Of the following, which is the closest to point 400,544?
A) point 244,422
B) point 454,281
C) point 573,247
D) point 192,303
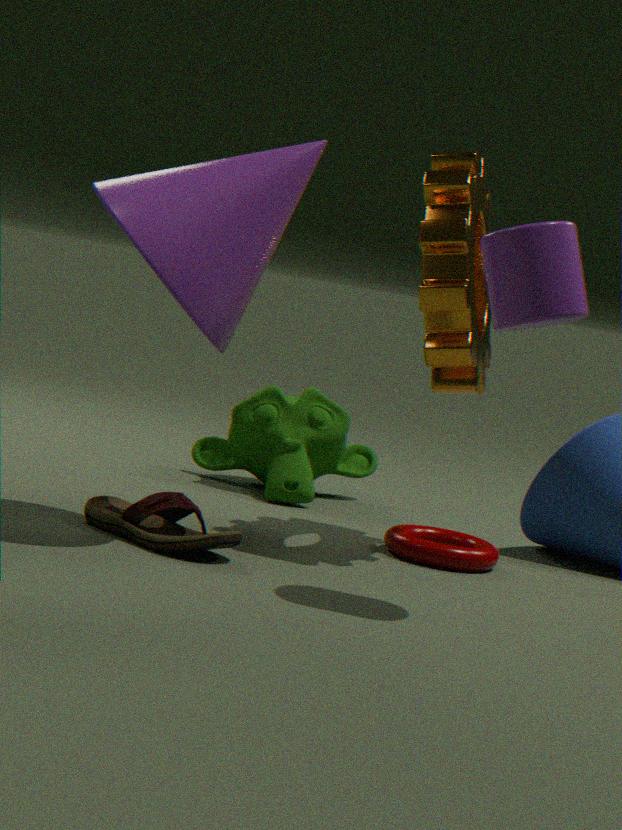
point 454,281
